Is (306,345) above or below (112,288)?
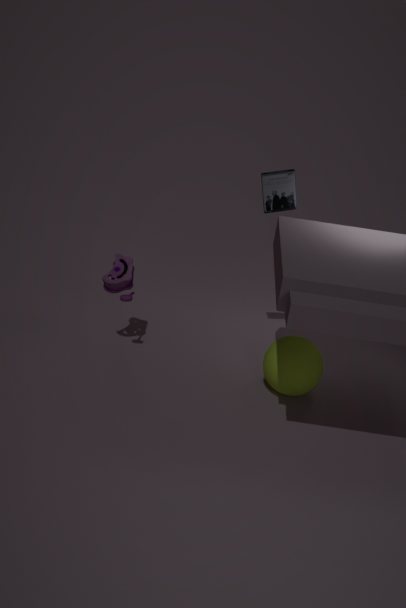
below
